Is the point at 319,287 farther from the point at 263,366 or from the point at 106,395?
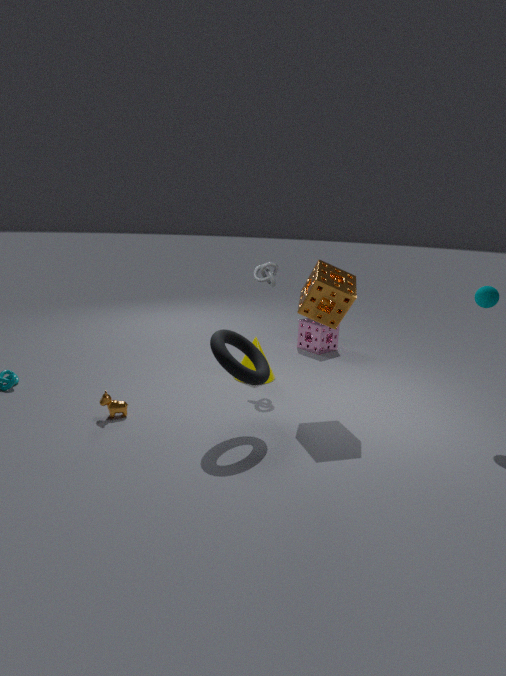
the point at 106,395
